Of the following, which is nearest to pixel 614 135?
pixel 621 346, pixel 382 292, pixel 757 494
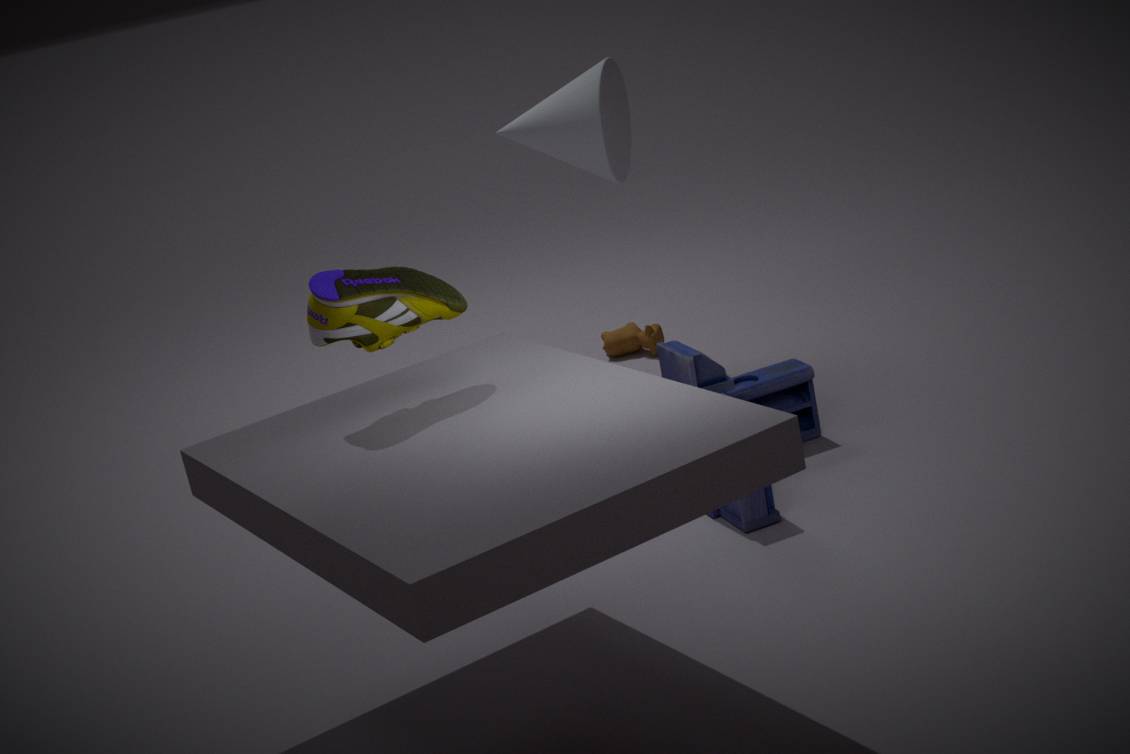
pixel 621 346
